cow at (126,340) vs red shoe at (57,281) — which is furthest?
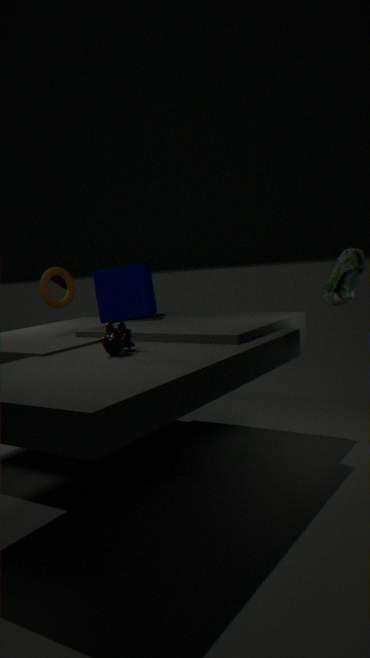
red shoe at (57,281)
